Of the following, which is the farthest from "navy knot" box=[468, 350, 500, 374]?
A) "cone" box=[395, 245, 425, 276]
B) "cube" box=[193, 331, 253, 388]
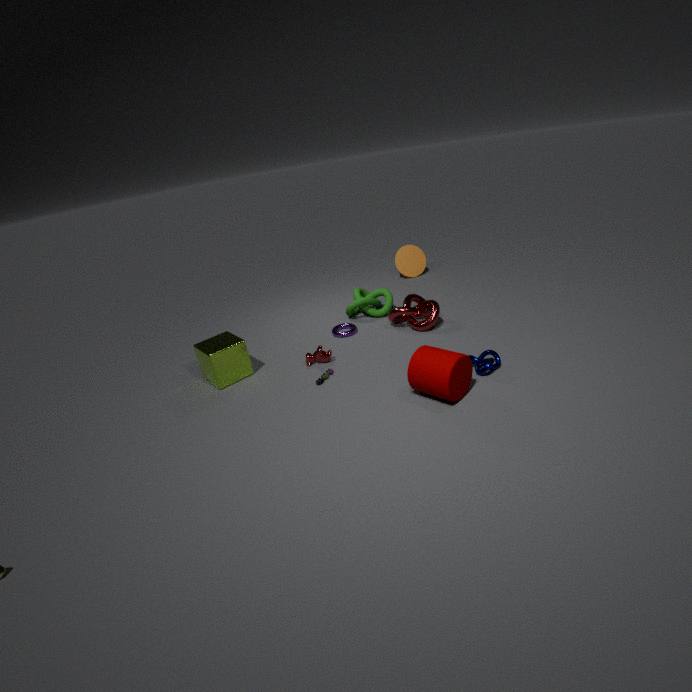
"cone" box=[395, 245, 425, 276]
